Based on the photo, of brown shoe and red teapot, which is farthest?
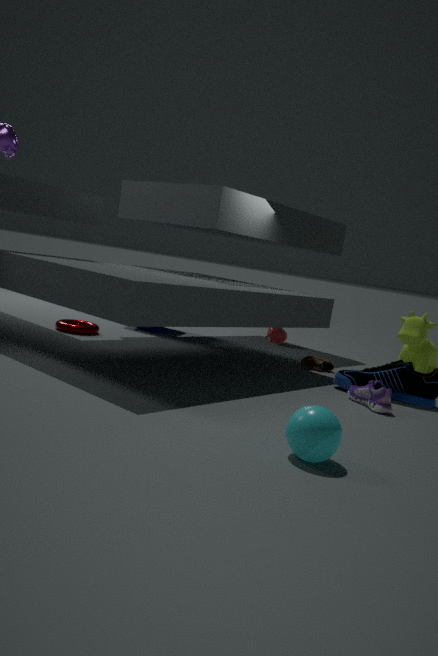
red teapot
